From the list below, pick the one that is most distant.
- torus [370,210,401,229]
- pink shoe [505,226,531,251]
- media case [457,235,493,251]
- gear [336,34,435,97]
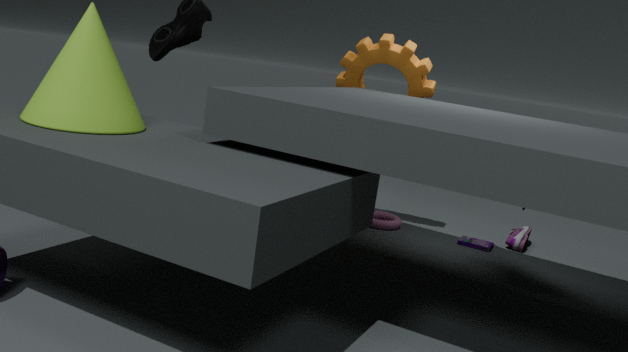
torus [370,210,401,229]
